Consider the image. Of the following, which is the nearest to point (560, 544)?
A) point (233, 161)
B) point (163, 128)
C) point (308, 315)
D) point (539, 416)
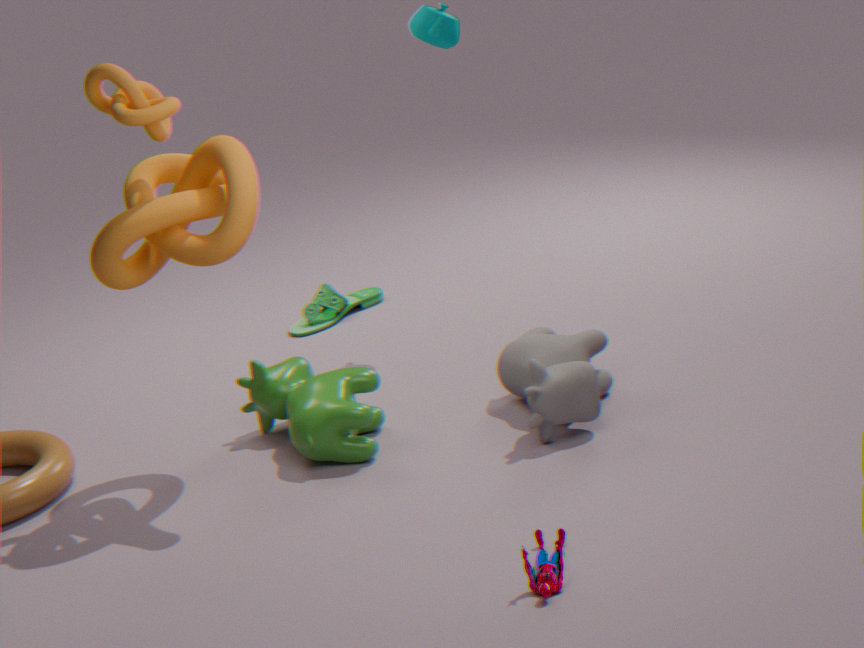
point (539, 416)
